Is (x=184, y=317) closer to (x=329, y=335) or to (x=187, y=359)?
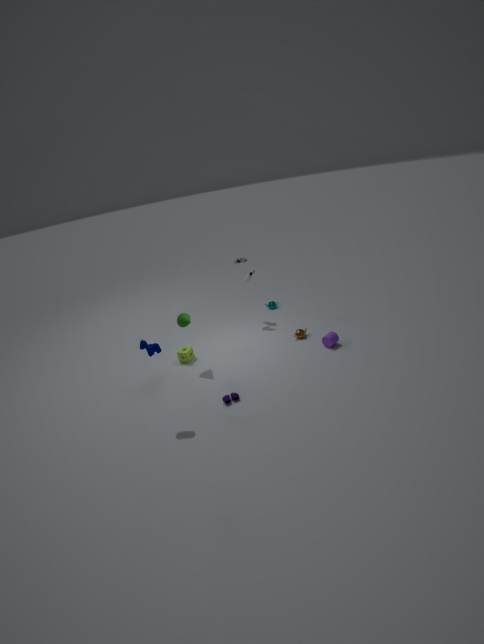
(x=187, y=359)
